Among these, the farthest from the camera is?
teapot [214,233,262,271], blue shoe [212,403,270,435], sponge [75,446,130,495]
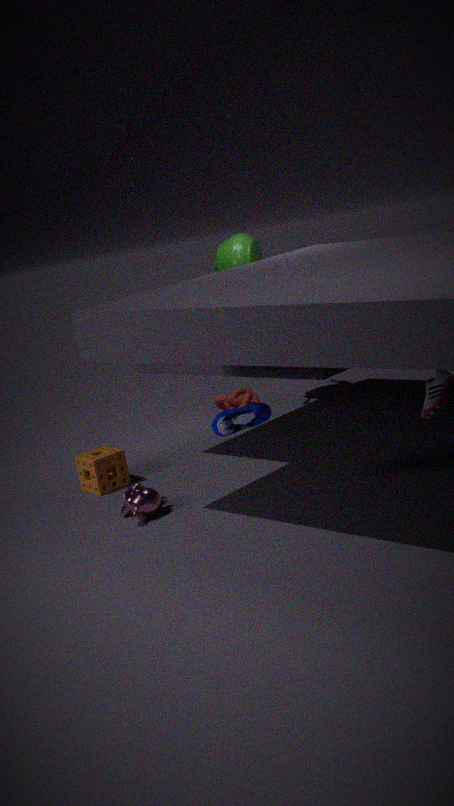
teapot [214,233,262,271]
